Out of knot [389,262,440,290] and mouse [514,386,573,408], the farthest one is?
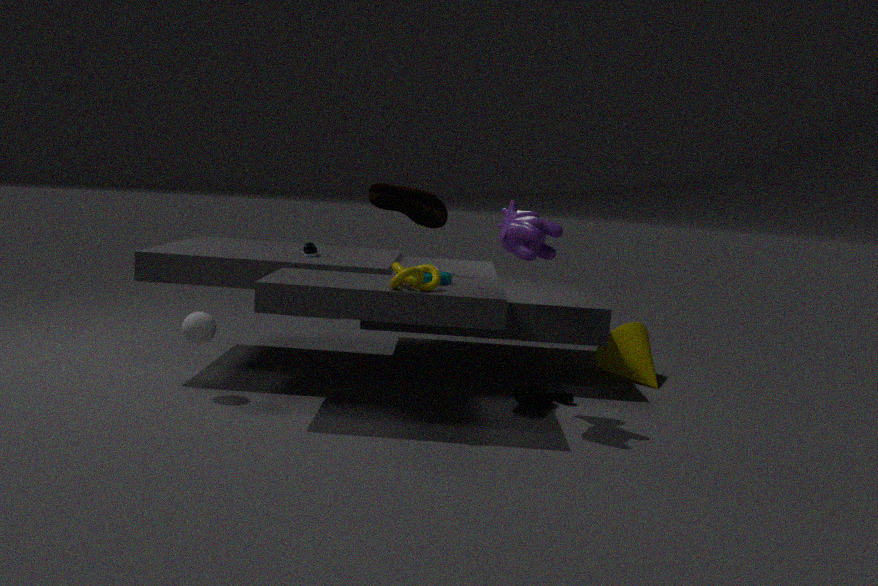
mouse [514,386,573,408]
